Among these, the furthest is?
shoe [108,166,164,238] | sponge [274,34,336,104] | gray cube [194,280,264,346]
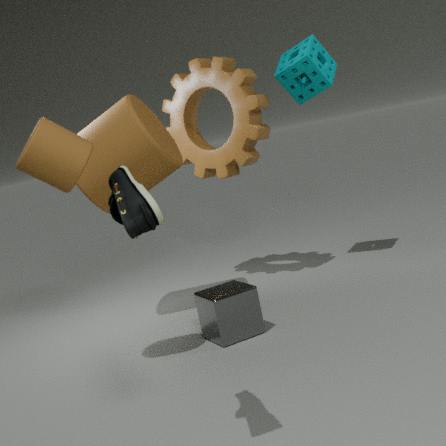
sponge [274,34,336,104]
